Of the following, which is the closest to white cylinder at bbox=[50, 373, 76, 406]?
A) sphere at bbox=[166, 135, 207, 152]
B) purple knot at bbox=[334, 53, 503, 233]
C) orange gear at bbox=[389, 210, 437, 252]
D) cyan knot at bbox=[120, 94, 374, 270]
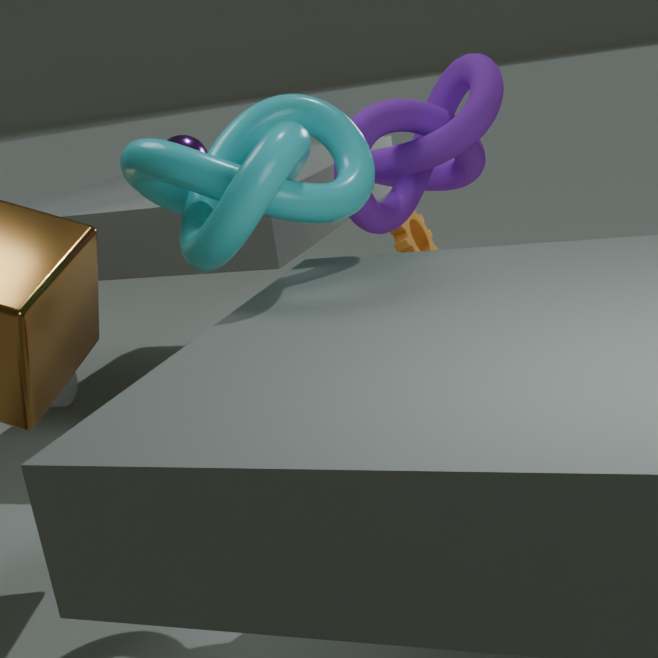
sphere at bbox=[166, 135, 207, 152]
